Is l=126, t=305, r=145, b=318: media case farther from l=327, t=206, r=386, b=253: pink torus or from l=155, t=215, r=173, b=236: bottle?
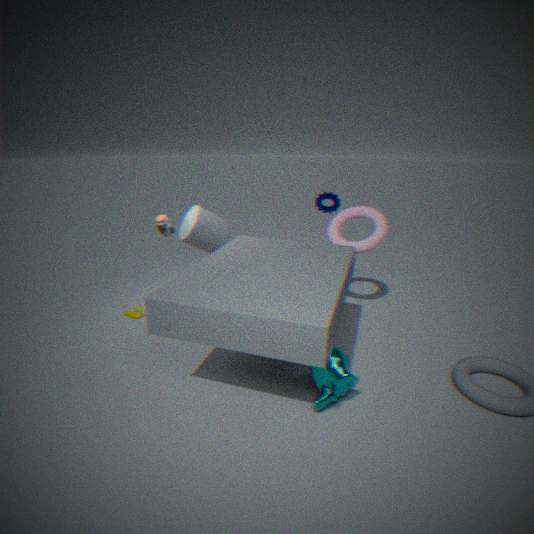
l=327, t=206, r=386, b=253: pink torus
